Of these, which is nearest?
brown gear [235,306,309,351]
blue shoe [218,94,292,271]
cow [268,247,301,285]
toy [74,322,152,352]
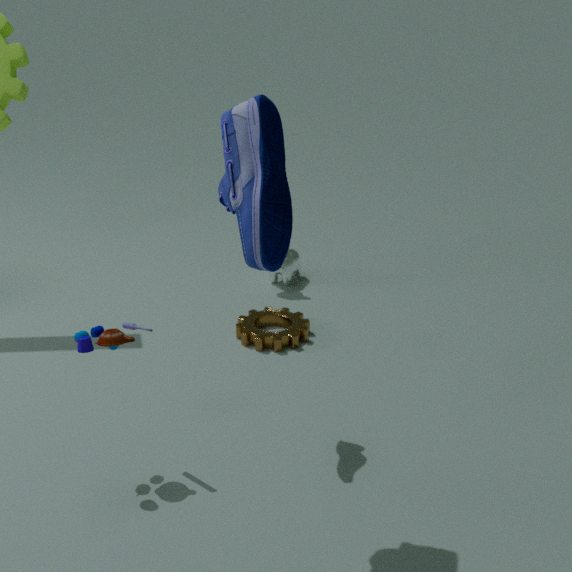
blue shoe [218,94,292,271]
